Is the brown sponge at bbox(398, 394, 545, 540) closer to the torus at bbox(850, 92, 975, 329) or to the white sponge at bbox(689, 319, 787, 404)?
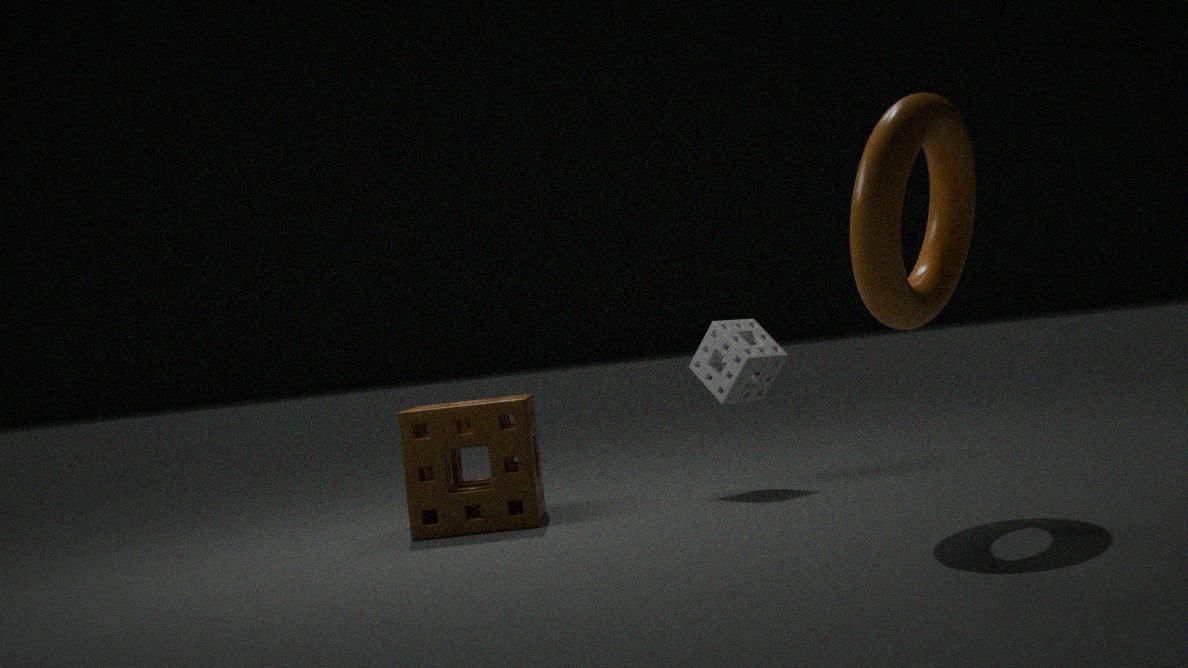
the white sponge at bbox(689, 319, 787, 404)
